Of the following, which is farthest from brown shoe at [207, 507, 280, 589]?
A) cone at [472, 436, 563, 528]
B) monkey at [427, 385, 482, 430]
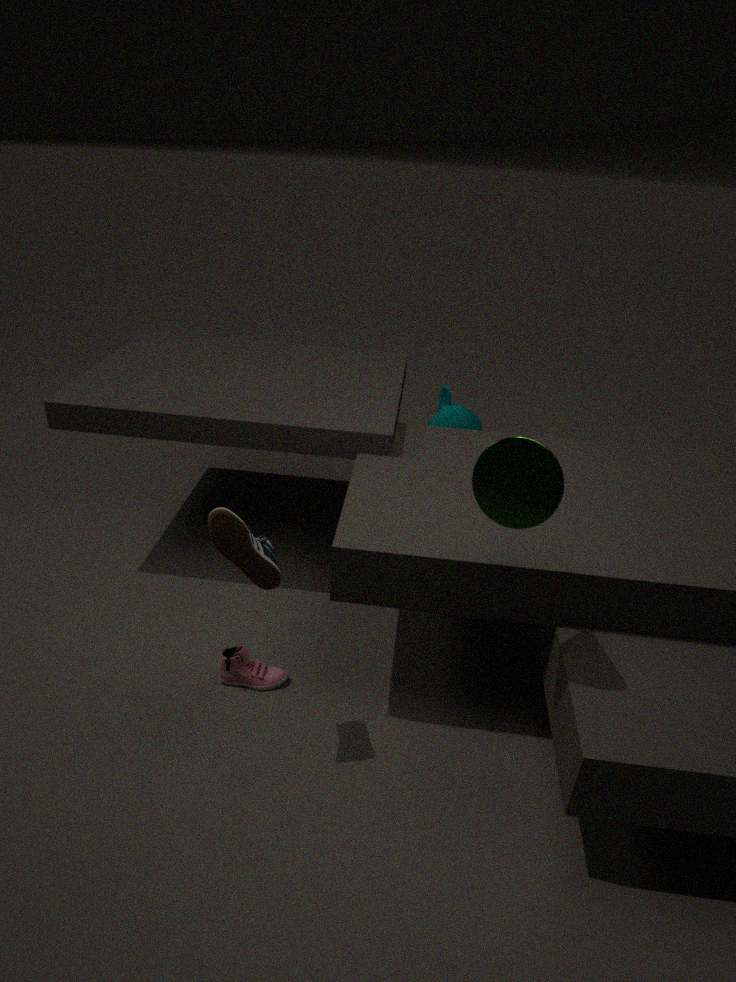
monkey at [427, 385, 482, 430]
